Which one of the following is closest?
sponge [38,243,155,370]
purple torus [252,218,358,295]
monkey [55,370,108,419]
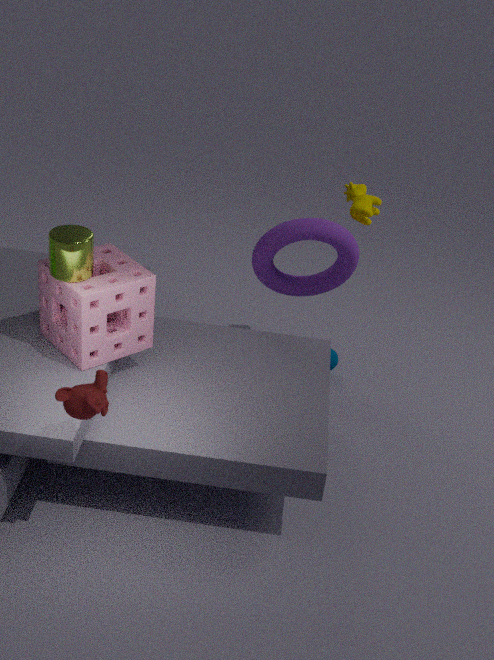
monkey [55,370,108,419]
